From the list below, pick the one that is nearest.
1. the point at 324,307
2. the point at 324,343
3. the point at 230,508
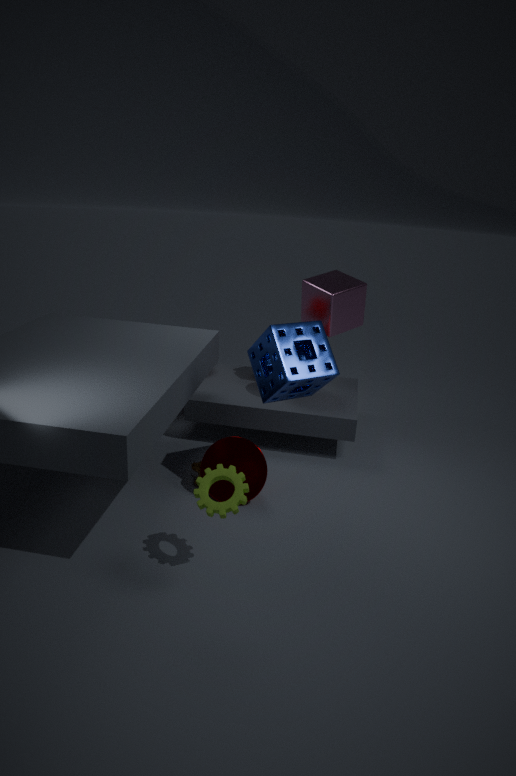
the point at 230,508
